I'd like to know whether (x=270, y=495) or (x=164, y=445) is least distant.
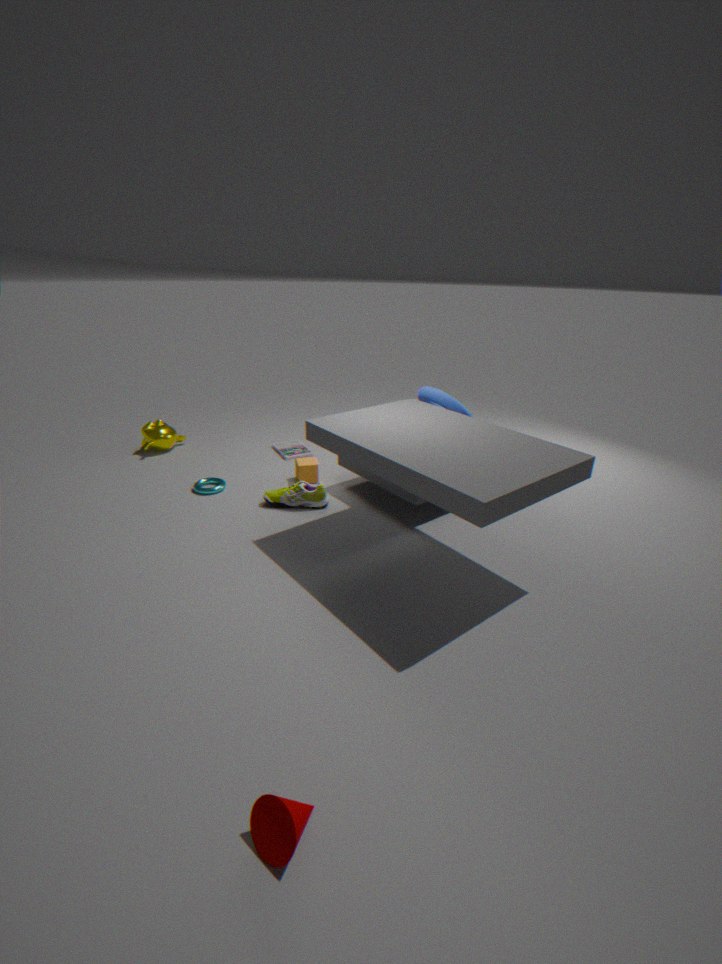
(x=270, y=495)
